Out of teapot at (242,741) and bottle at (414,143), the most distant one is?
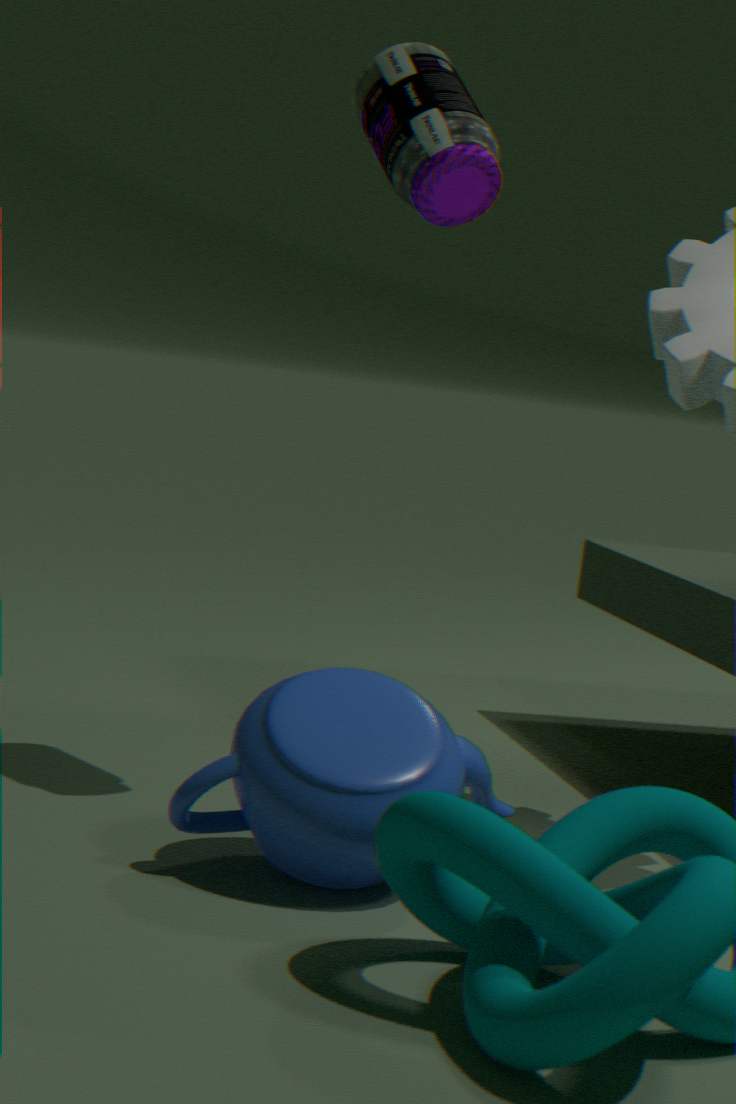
bottle at (414,143)
